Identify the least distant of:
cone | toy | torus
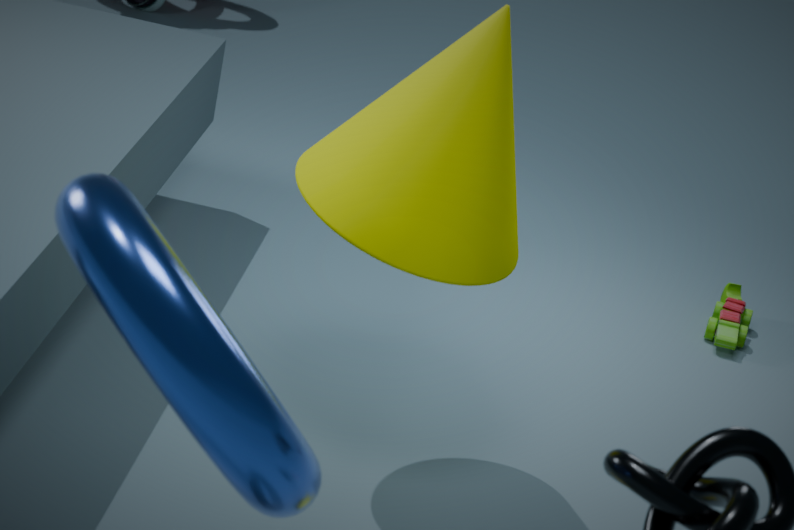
torus
